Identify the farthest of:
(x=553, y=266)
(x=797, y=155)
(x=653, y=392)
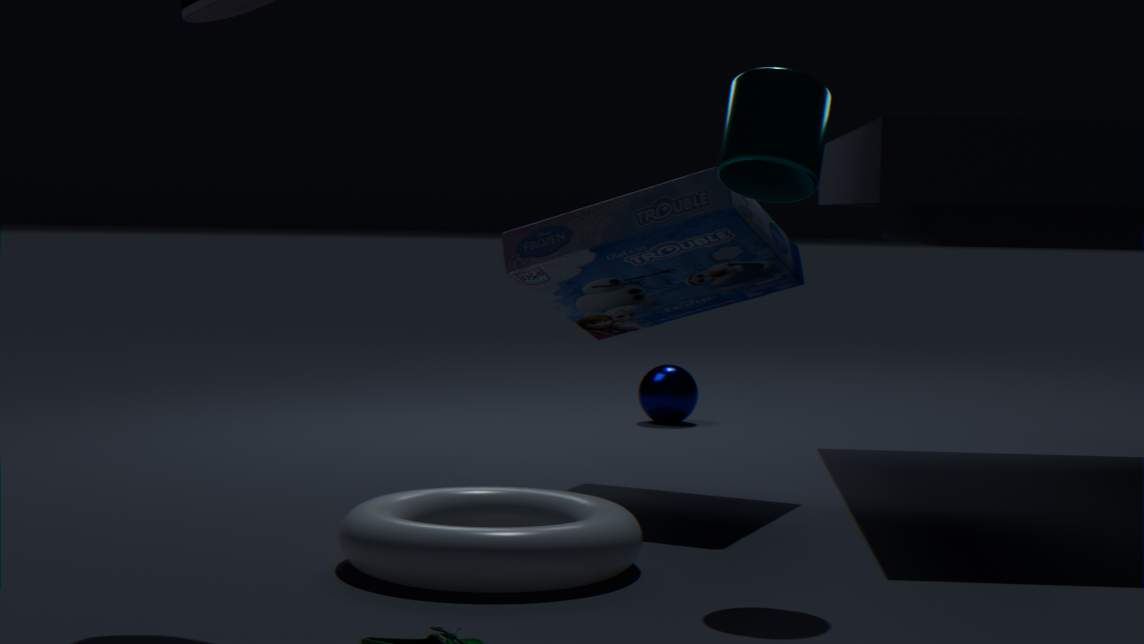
(x=653, y=392)
